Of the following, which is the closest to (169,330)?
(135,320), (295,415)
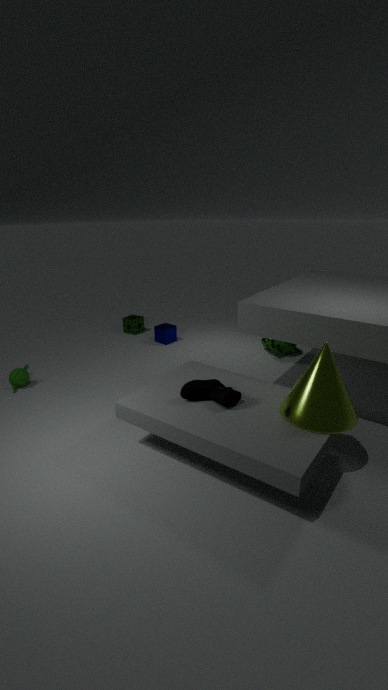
(135,320)
